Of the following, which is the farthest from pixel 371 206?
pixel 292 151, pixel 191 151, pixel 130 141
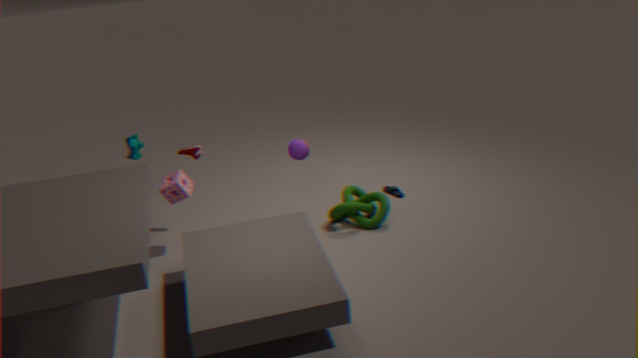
pixel 130 141
